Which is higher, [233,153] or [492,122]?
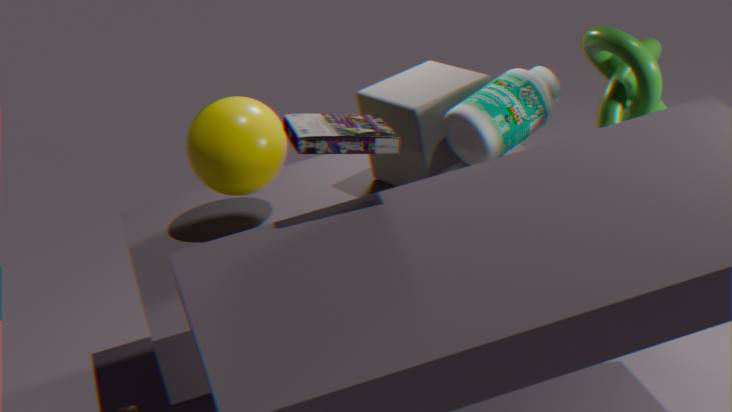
[233,153]
